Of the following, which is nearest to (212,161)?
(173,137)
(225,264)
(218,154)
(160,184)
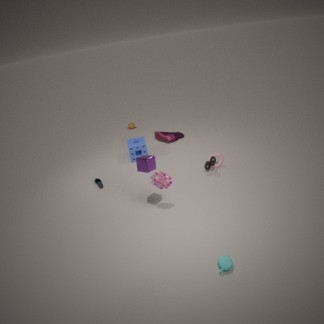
(218,154)
